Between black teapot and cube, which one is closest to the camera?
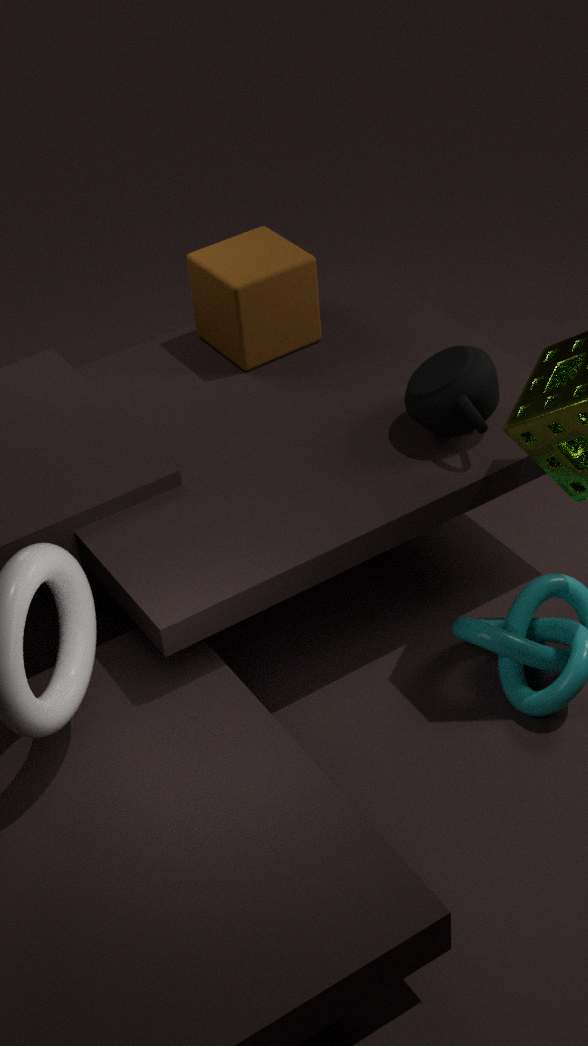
black teapot
